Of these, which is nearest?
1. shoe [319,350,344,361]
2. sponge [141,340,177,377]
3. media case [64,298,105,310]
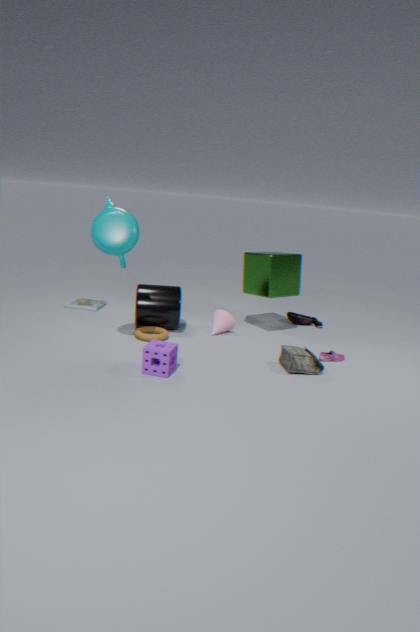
sponge [141,340,177,377]
